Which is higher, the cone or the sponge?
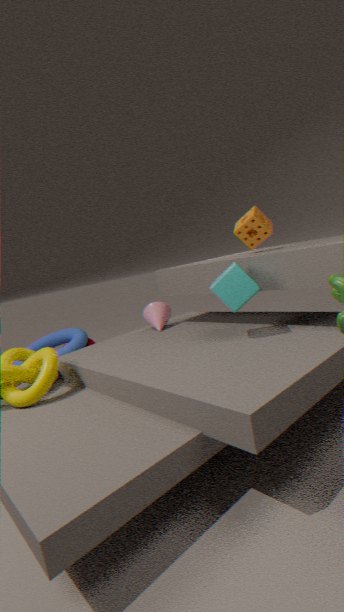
the sponge
